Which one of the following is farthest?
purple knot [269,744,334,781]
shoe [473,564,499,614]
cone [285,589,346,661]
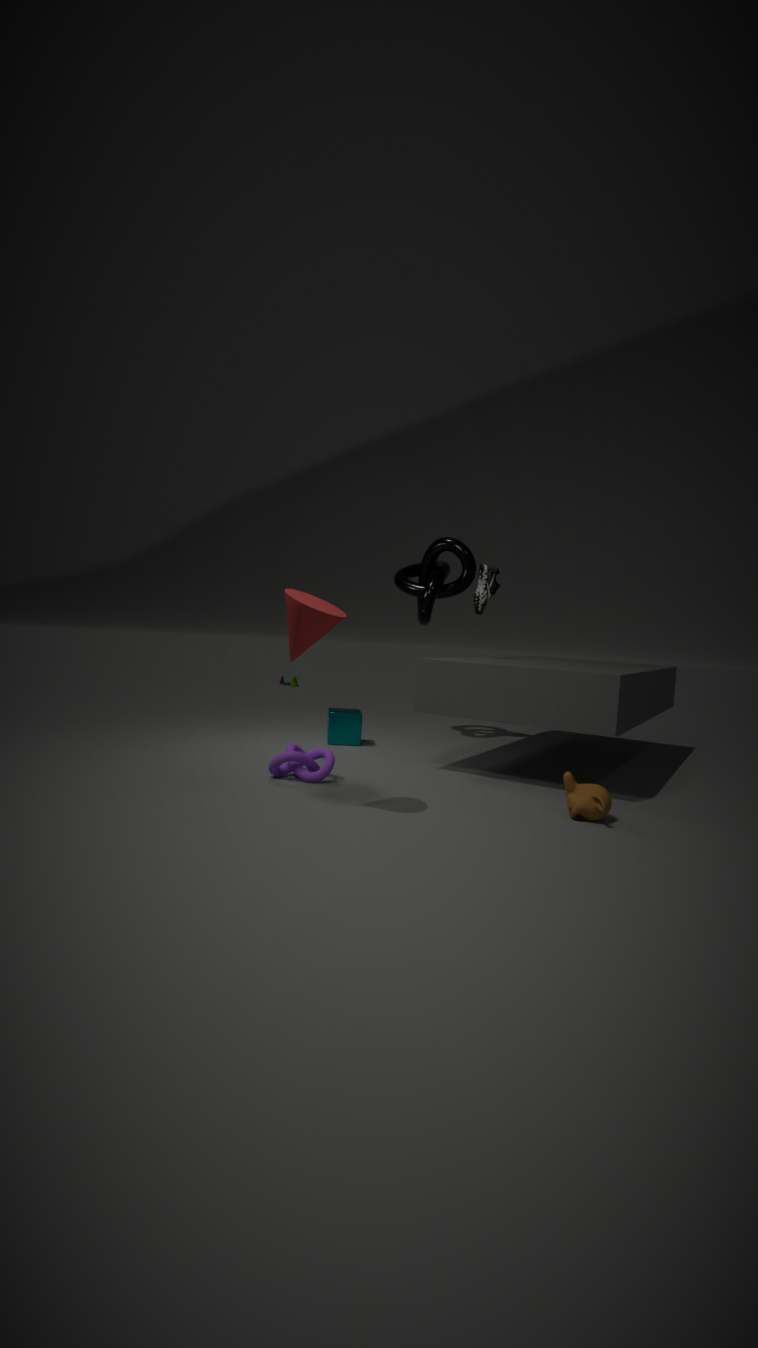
shoe [473,564,499,614]
